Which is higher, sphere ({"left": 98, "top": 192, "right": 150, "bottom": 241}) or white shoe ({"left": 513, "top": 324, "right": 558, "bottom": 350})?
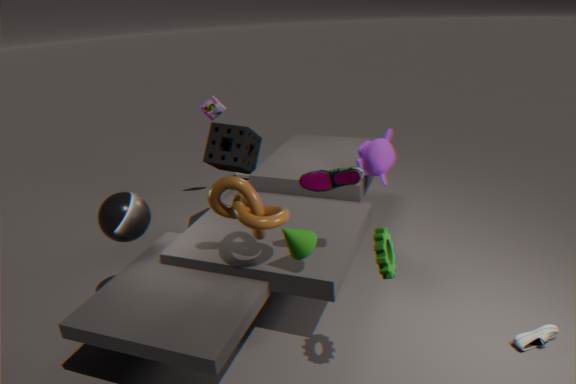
sphere ({"left": 98, "top": 192, "right": 150, "bottom": 241})
